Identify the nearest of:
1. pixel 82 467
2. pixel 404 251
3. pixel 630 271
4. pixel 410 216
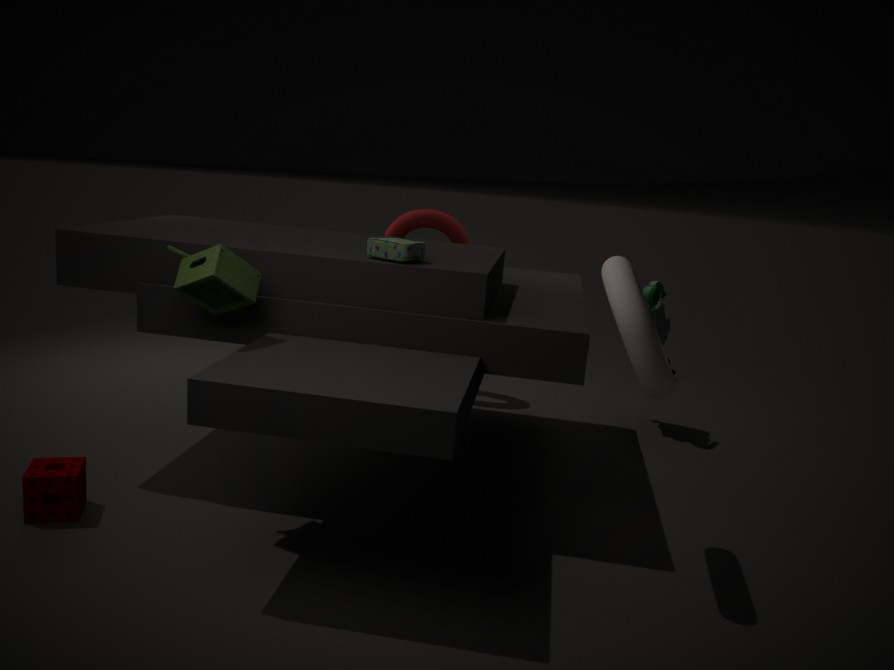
pixel 630 271
